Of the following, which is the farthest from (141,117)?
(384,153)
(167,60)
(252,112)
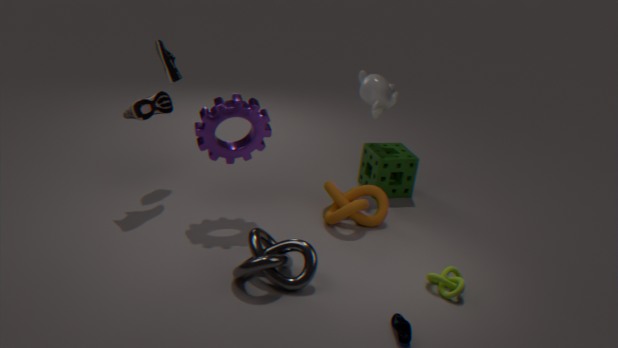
(384,153)
